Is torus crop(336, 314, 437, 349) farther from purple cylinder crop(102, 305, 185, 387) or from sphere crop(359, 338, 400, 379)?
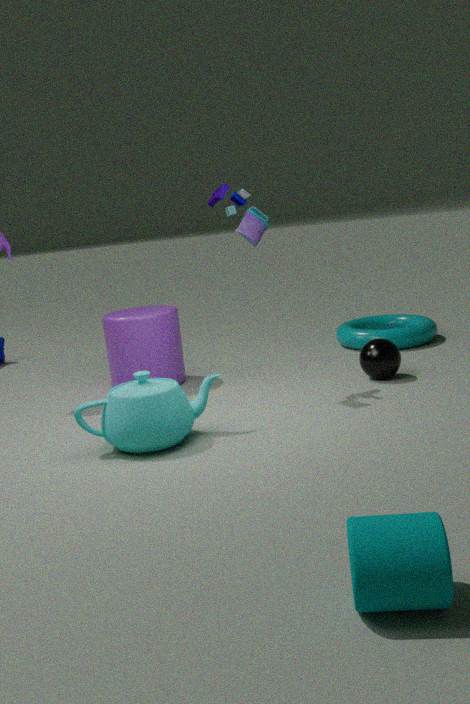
purple cylinder crop(102, 305, 185, 387)
